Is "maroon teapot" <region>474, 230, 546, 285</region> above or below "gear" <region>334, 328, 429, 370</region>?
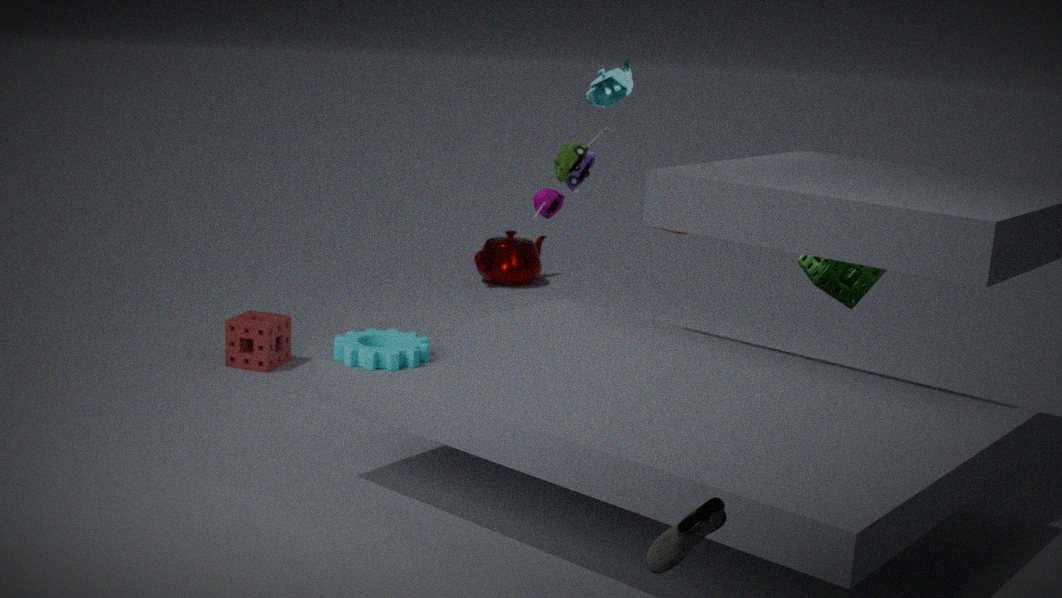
below
